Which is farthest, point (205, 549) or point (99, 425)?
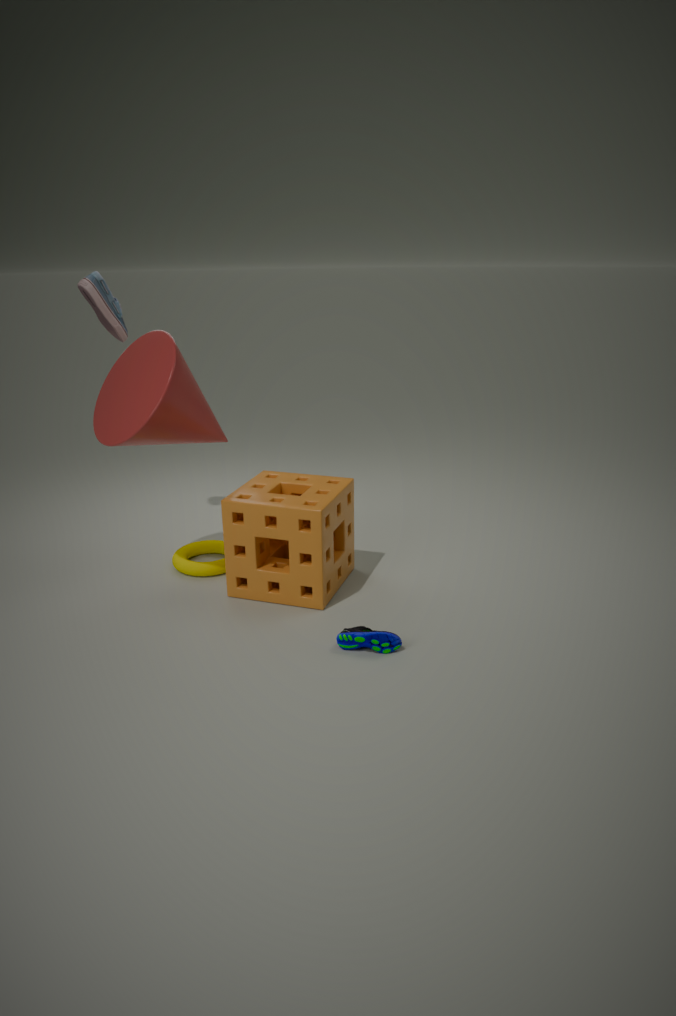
point (205, 549)
